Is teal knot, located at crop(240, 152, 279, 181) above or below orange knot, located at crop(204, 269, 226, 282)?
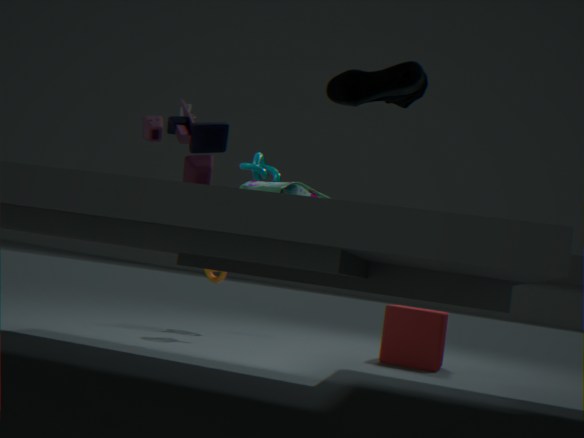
above
